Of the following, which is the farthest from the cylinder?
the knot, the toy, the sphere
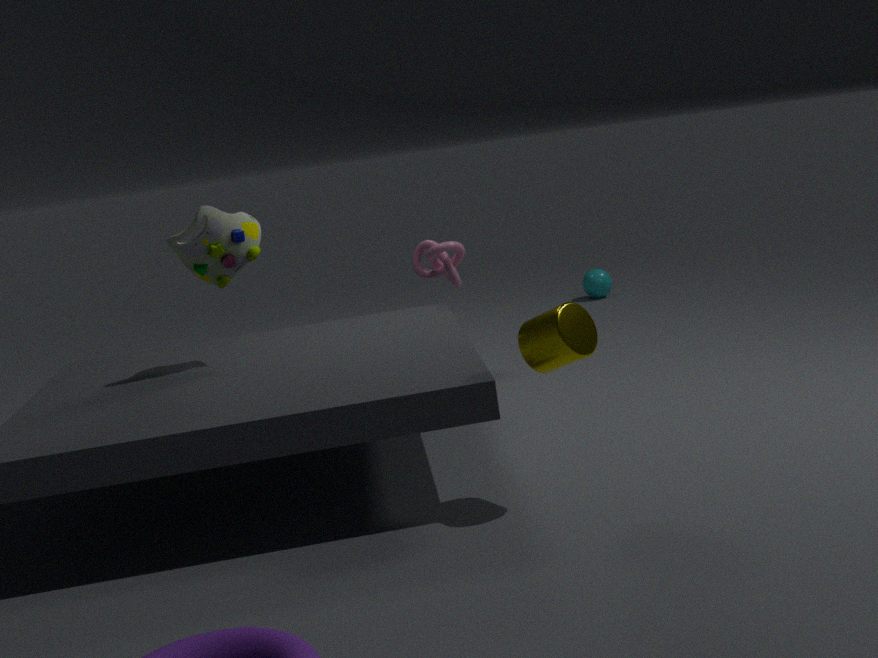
the sphere
